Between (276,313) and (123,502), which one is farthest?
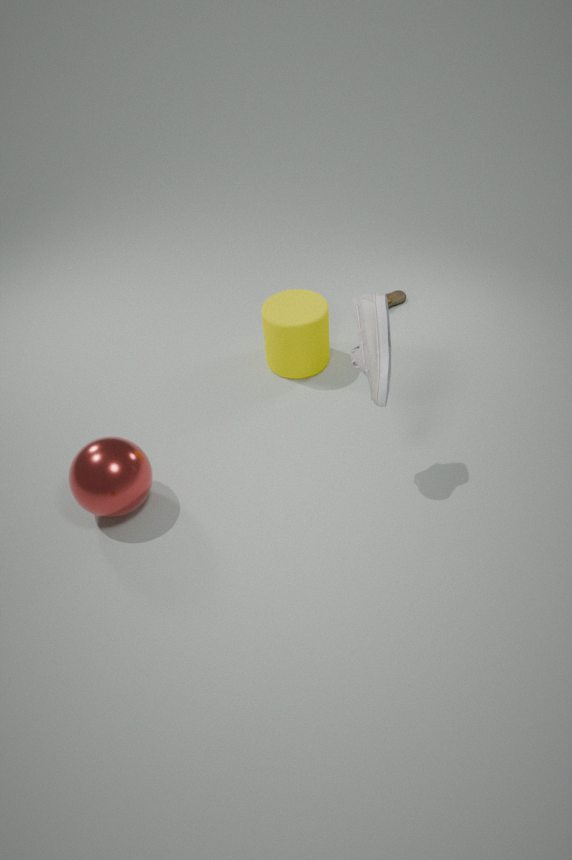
(276,313)
